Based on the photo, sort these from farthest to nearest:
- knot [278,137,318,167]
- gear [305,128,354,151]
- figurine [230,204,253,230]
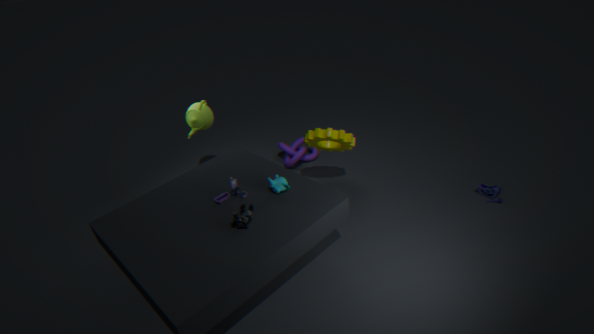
knot [278,137,318,167]
gear [305,128,354,151]
figurine [230,204,253,230]
